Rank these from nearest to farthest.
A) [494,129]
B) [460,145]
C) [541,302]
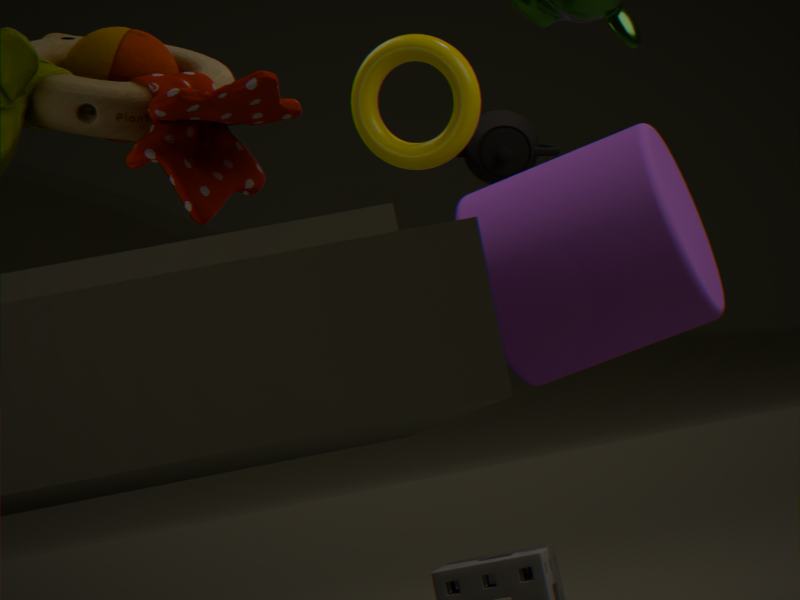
[541,302] < [460,145] < [494,129]
